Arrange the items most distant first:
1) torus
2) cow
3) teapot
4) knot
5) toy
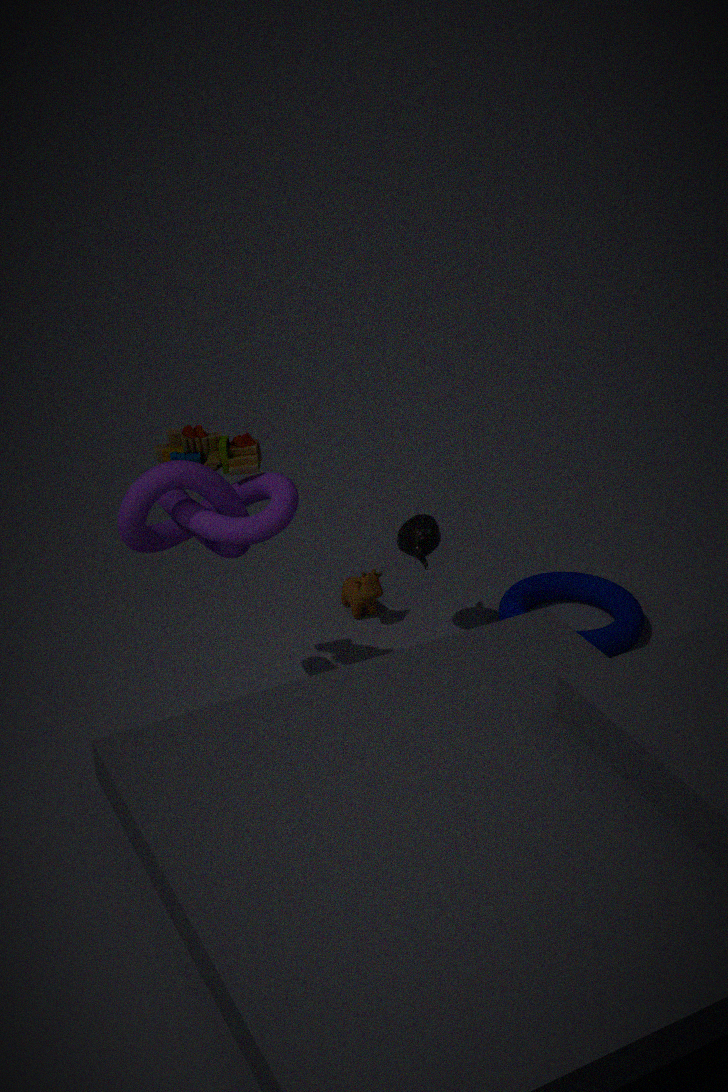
2. cow < 1. torus < 3. teapot < 5. toy < 4. knot
